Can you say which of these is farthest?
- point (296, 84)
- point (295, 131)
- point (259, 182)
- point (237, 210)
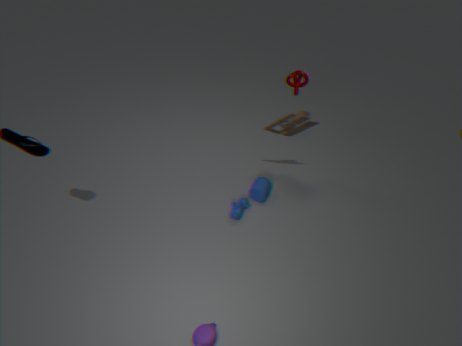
point (296, 84)
